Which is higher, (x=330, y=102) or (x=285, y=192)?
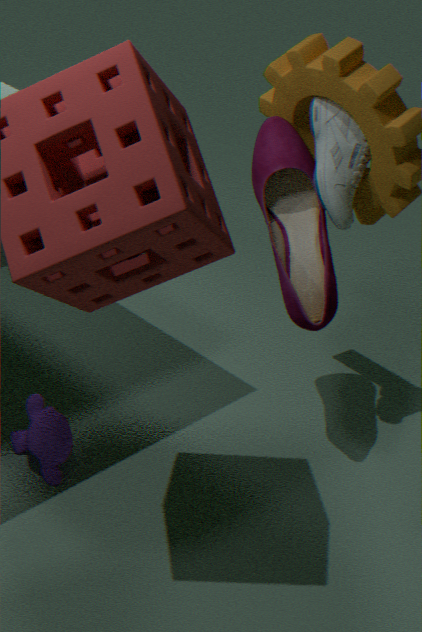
(x=330, y=102)
